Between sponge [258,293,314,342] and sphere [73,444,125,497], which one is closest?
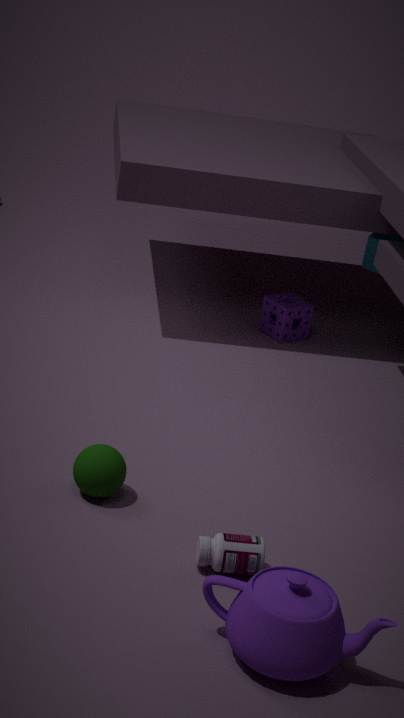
sphere [73,444,125,497]
